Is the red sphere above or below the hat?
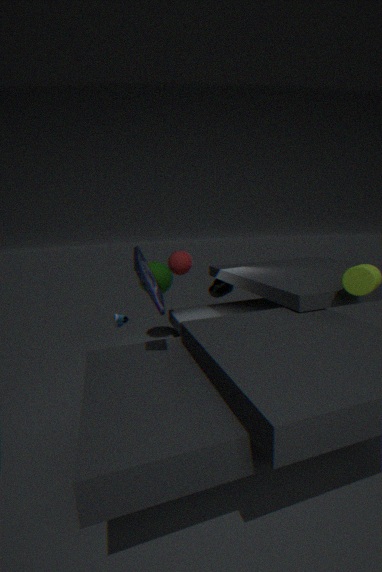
above
